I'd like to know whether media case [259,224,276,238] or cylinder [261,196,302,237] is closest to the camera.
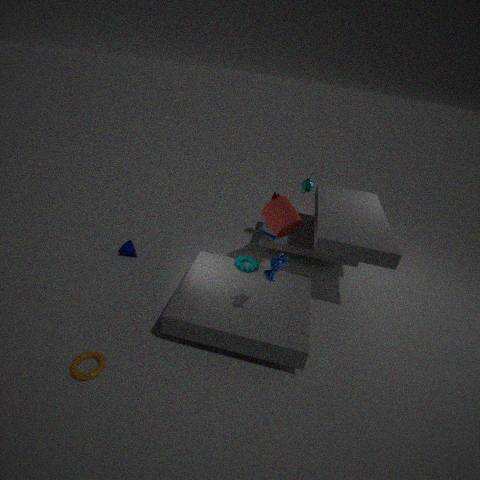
cylinder [261,196,302,237]
